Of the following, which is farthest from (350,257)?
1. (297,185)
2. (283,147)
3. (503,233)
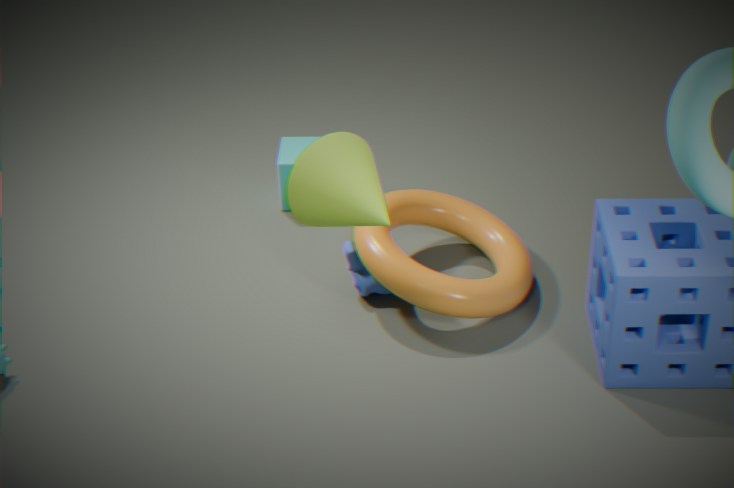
(297,185)
